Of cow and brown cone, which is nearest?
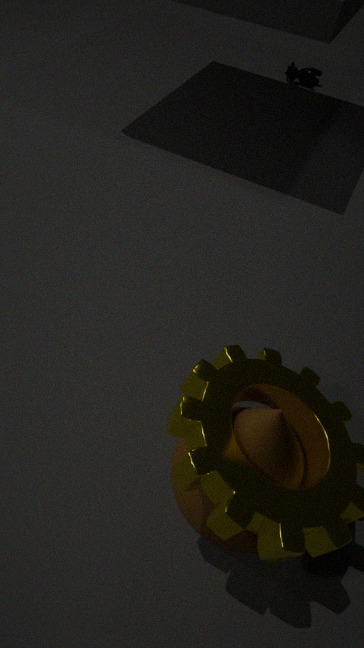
brown cone
